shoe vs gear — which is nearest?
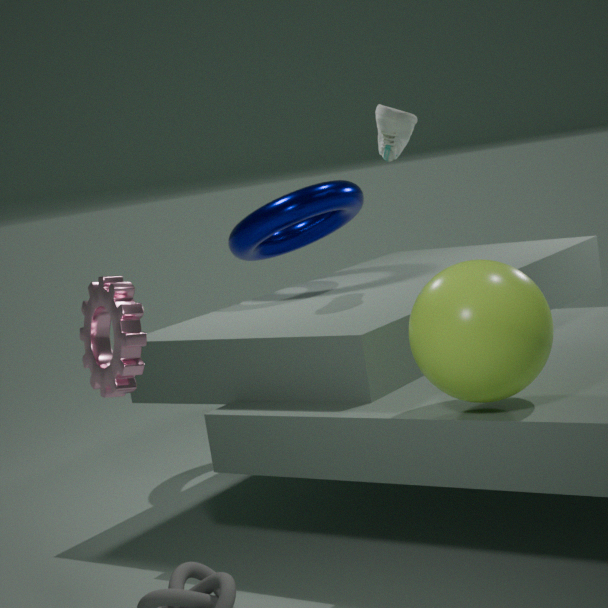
gear
